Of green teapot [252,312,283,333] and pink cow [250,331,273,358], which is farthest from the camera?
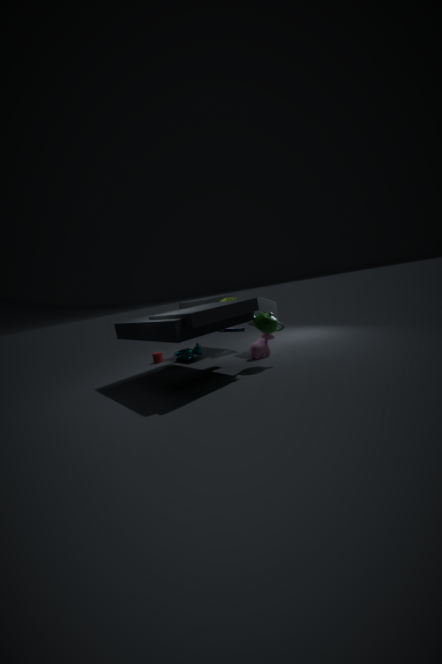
pink cow [250,331,273,358]
